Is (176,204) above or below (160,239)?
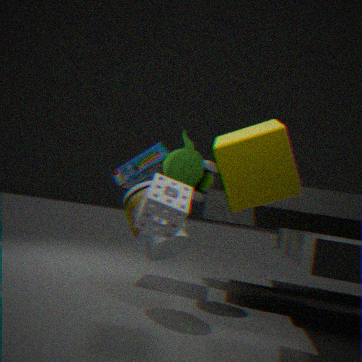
above
